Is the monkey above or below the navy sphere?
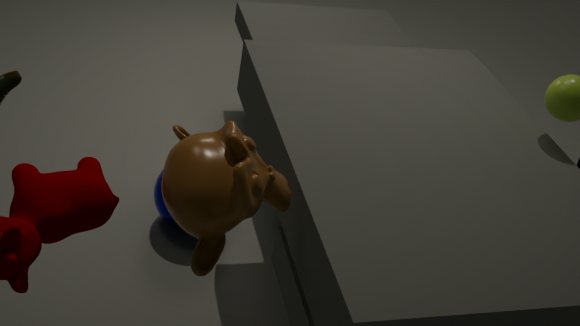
above
